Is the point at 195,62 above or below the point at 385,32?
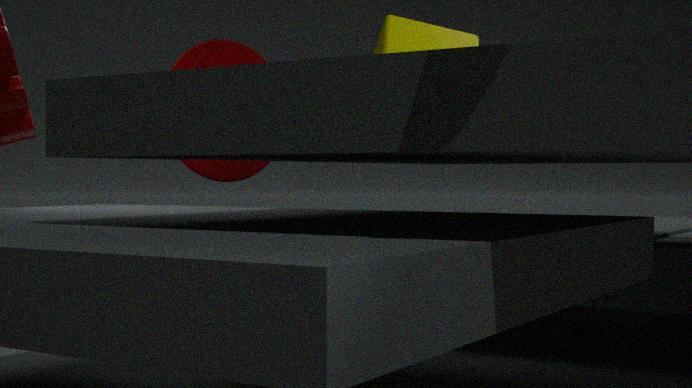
below
